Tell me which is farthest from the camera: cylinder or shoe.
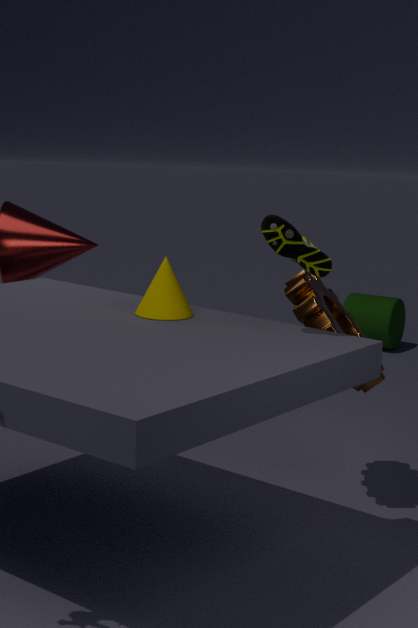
cylinder
